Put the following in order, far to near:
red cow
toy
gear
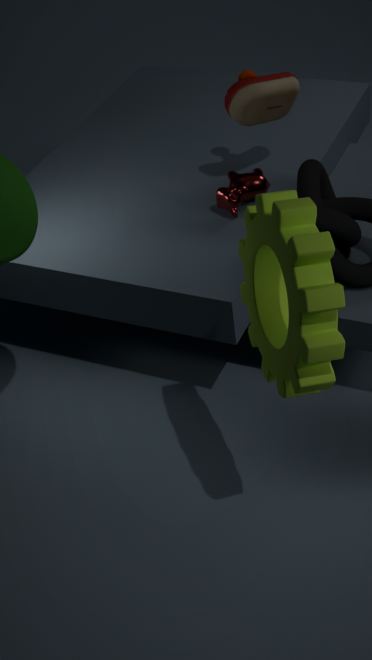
red cow, toy, gear
